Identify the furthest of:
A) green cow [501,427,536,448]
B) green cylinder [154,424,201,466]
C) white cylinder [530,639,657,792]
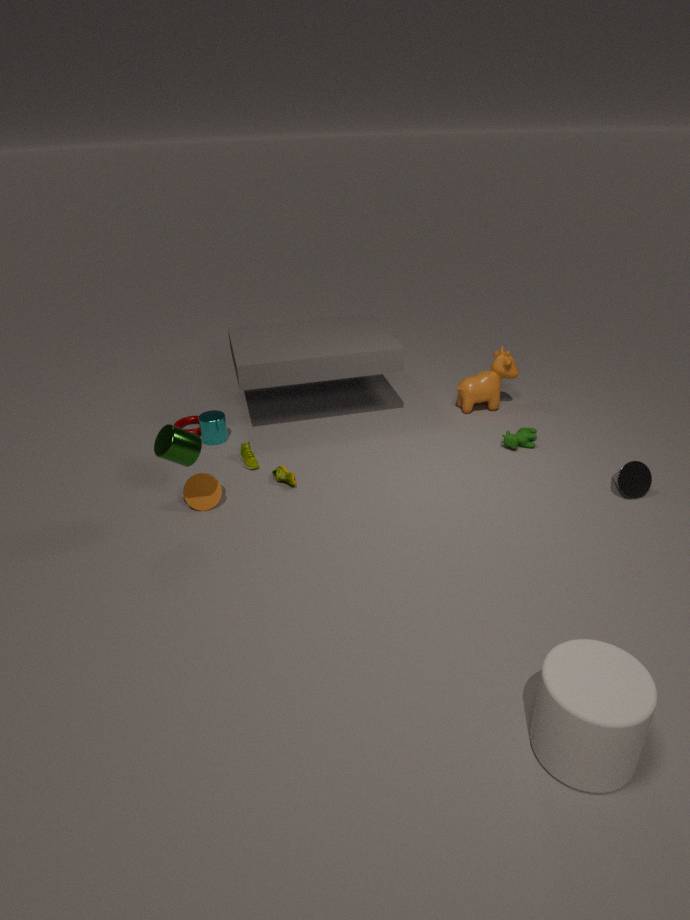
green cow [501,427,536,448]
